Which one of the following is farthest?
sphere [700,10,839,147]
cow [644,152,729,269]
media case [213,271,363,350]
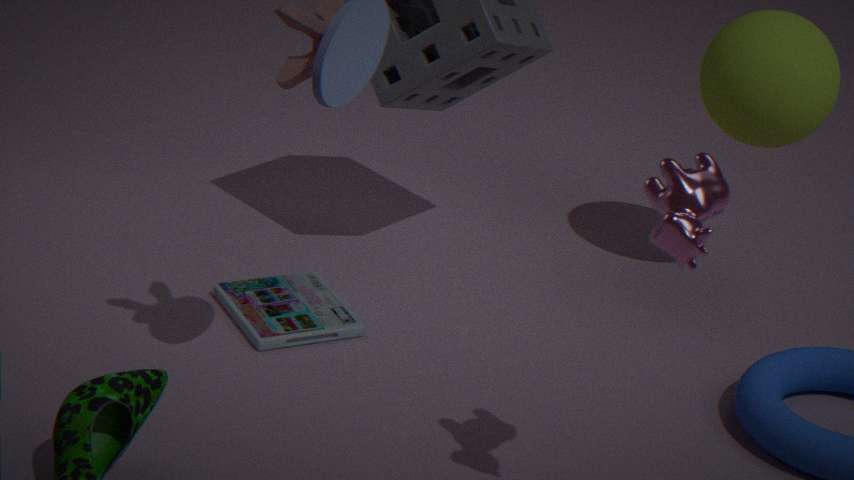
sphere [700,10,839,147]
